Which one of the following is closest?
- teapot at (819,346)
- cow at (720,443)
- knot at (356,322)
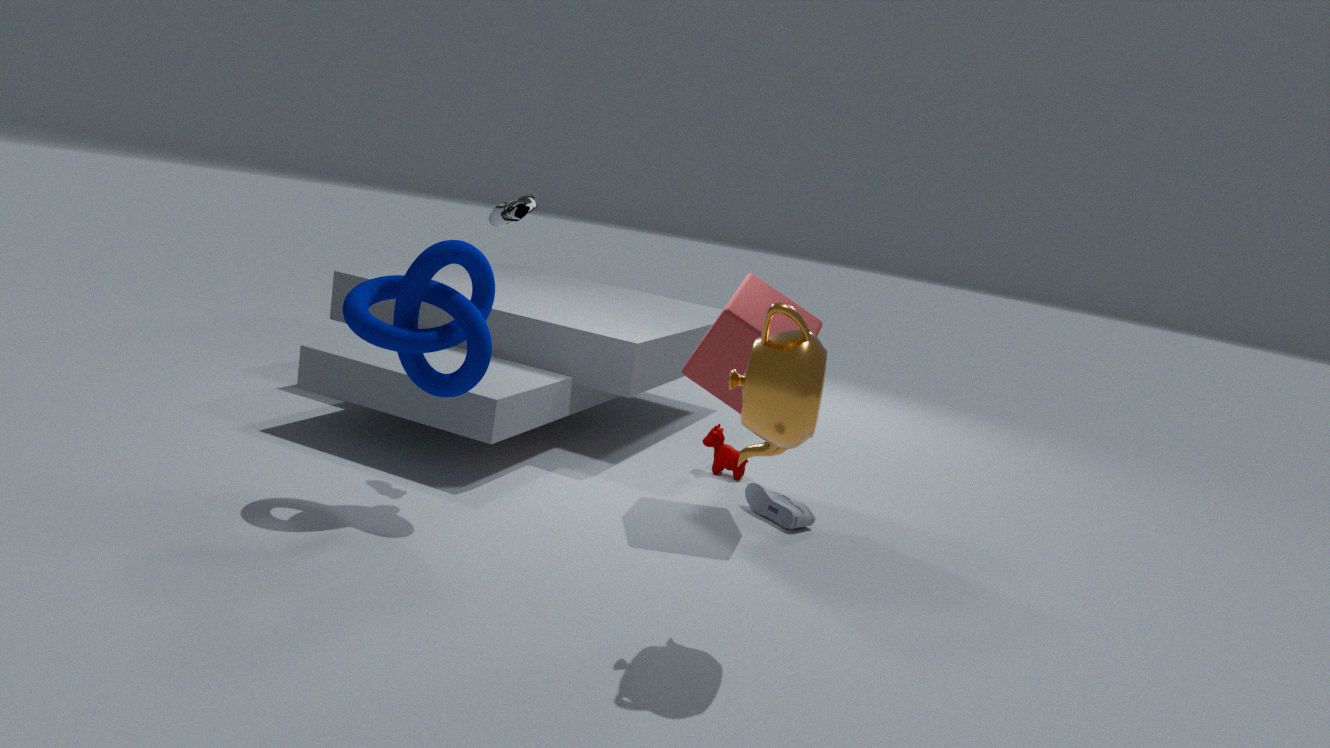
teapot at (819,346)
